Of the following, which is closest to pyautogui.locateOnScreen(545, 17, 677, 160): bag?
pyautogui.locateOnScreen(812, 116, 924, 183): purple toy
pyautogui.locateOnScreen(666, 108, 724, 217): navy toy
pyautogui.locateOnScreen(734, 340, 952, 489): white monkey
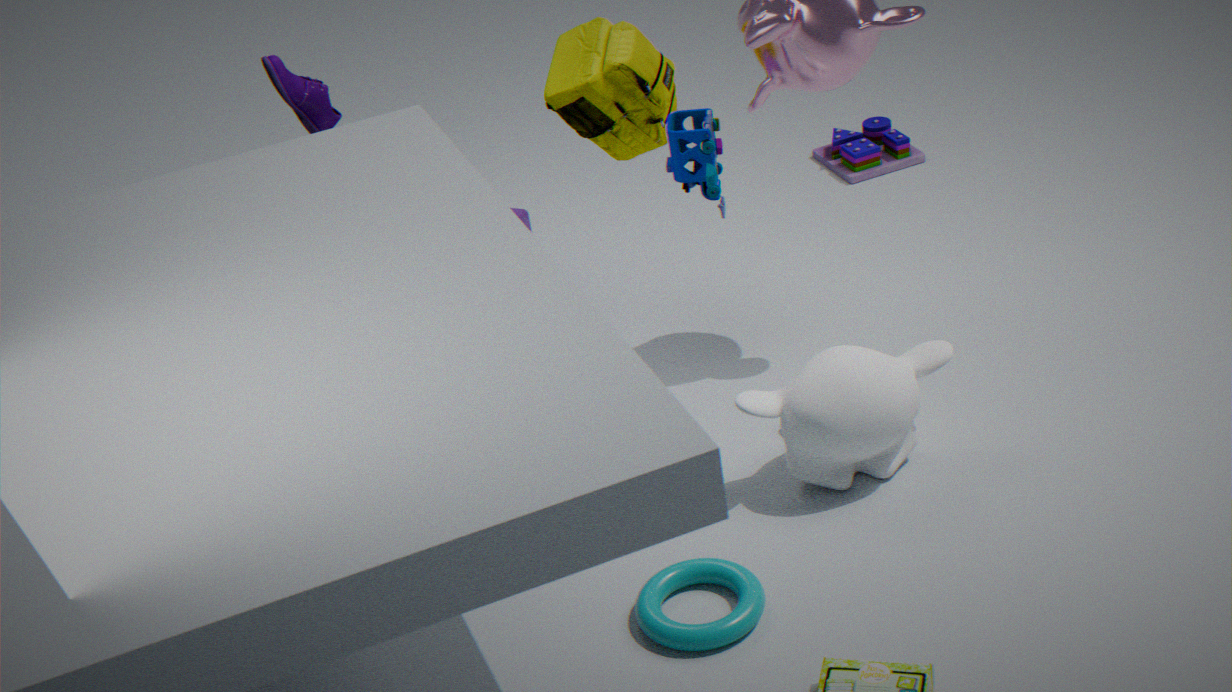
pyautogui.locateOnScreen(666, 108, 724, 217): navy toy
